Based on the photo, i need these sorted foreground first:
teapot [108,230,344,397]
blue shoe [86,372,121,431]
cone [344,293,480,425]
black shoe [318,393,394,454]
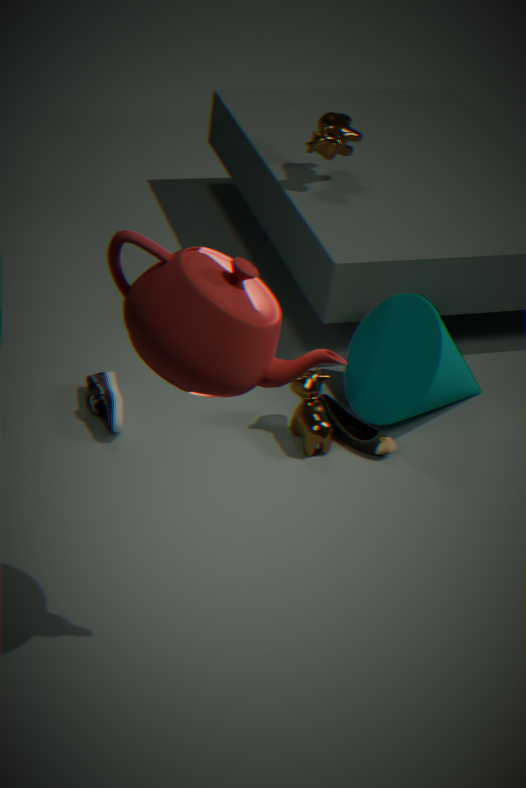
teapot [108,230,344,397] < blue shoe [86,372,121,431] < cone [344,293,480,425] < black shoe [318,393,394,454]
